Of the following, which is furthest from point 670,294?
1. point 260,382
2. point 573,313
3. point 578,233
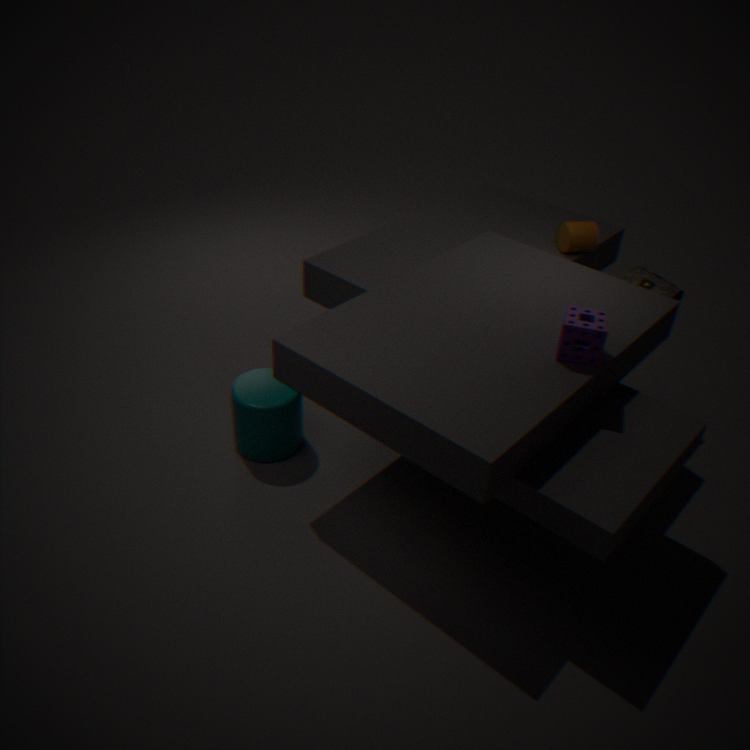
point 260,382
